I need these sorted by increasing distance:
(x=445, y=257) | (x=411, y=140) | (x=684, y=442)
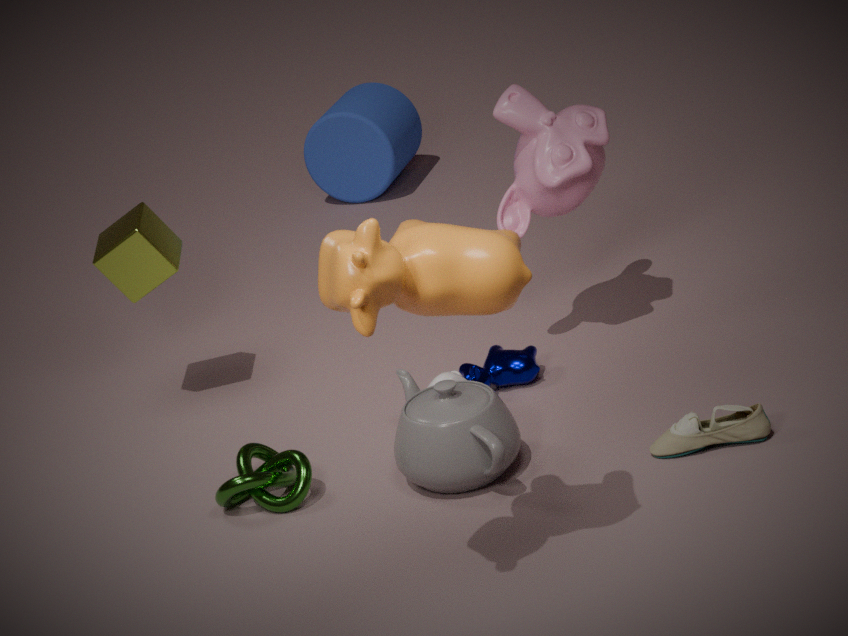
(x=445, y=257) → (x=684, y=442) → (x=411, y=140)
